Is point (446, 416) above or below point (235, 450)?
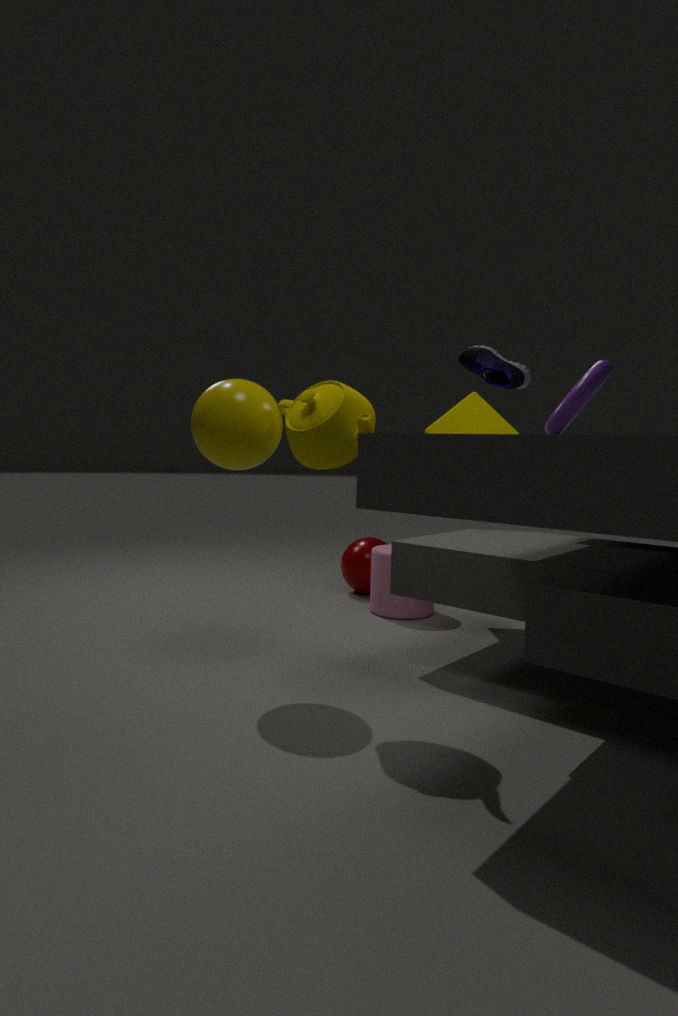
below
